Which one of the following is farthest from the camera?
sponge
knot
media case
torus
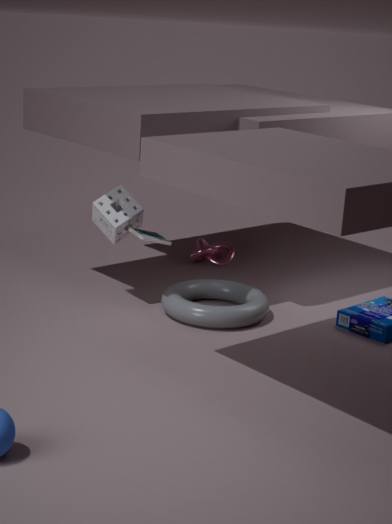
knot
